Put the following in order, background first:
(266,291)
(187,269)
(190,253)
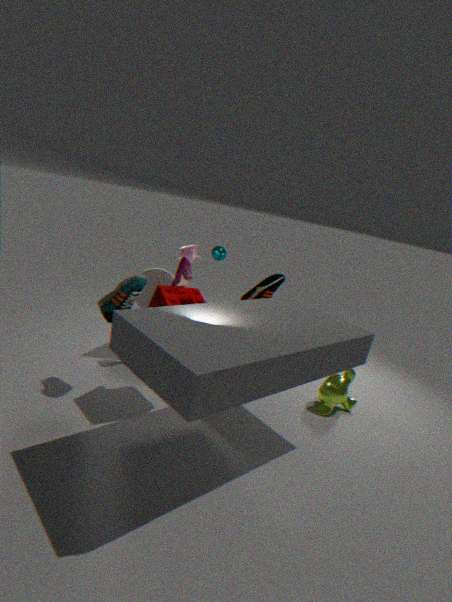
(266,291) → (190,253) → (187,269)
